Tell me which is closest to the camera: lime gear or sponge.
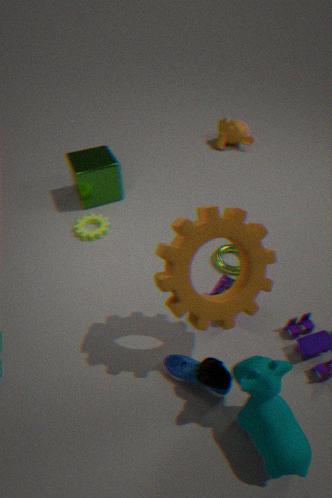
sponge
